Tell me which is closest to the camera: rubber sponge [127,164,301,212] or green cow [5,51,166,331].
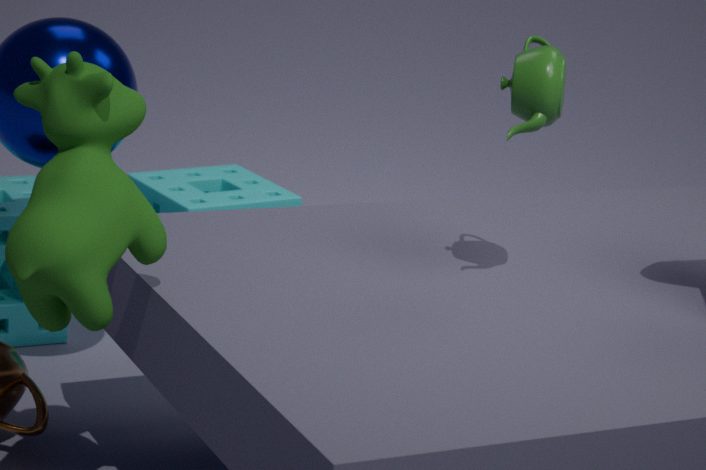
green cow [5,51,166,331]
